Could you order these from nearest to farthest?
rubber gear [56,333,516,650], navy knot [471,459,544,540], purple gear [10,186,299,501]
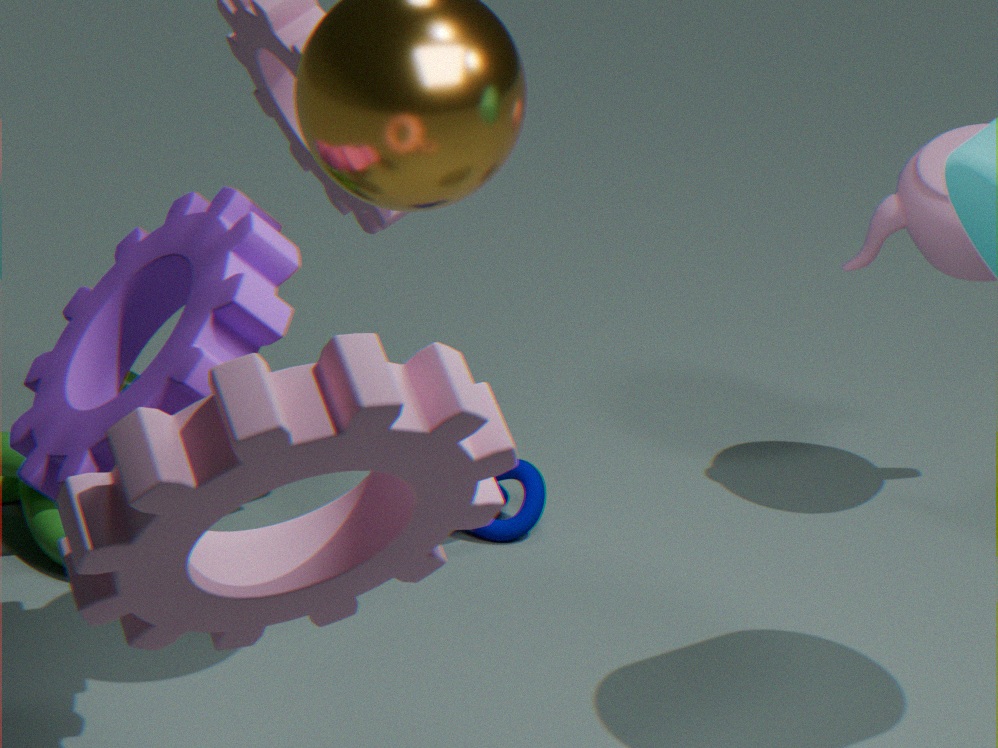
1. rubber gear [56,333,516,650]
2. purple gear [10,186,299,501]
3. navy knot [471,459,544,540]
